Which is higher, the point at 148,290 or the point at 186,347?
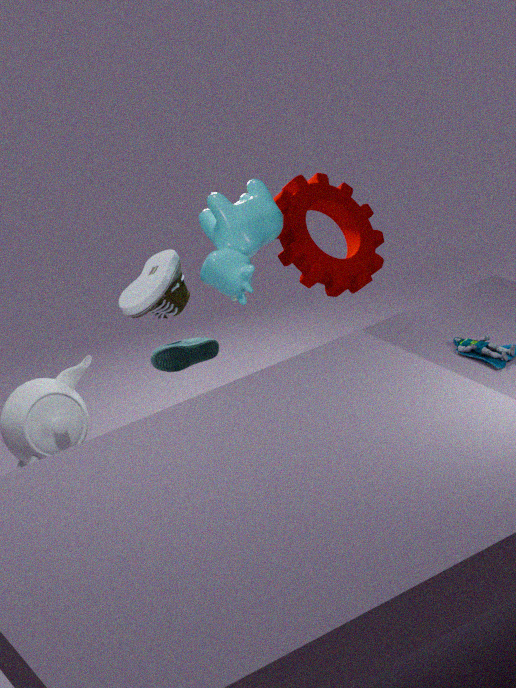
the point at 148,290
